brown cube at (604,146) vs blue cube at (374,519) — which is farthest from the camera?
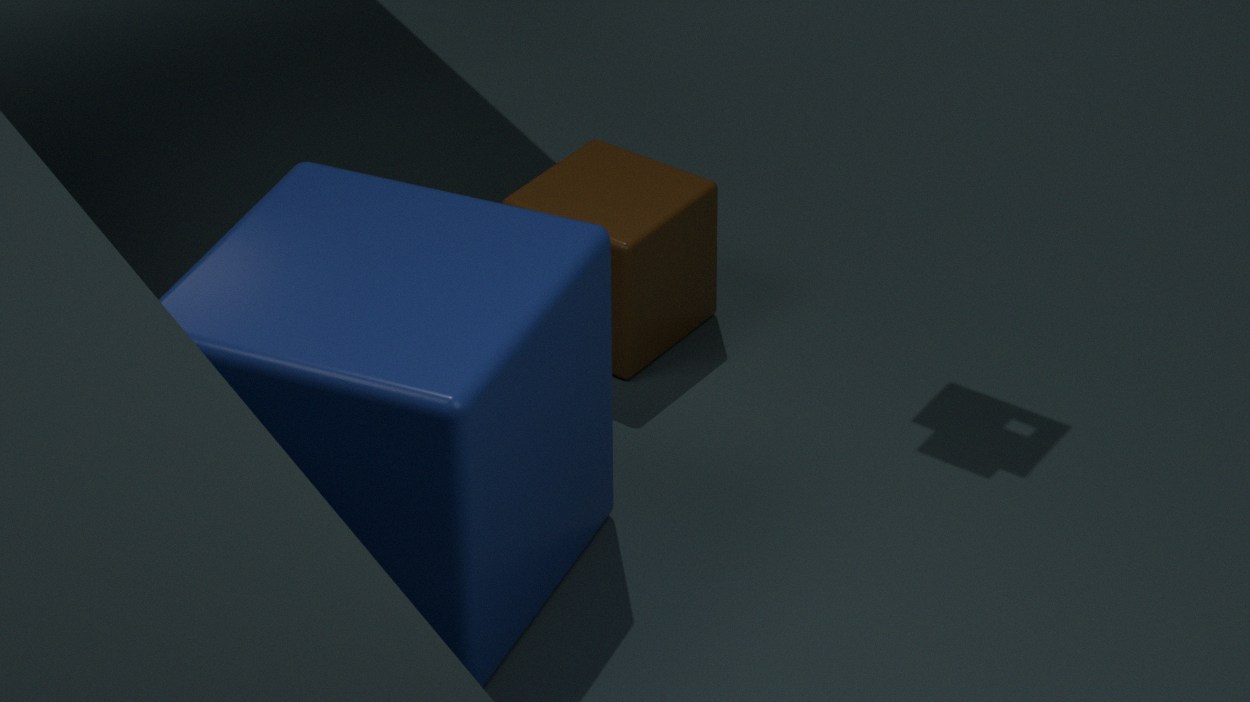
brown cube at (604,146)
